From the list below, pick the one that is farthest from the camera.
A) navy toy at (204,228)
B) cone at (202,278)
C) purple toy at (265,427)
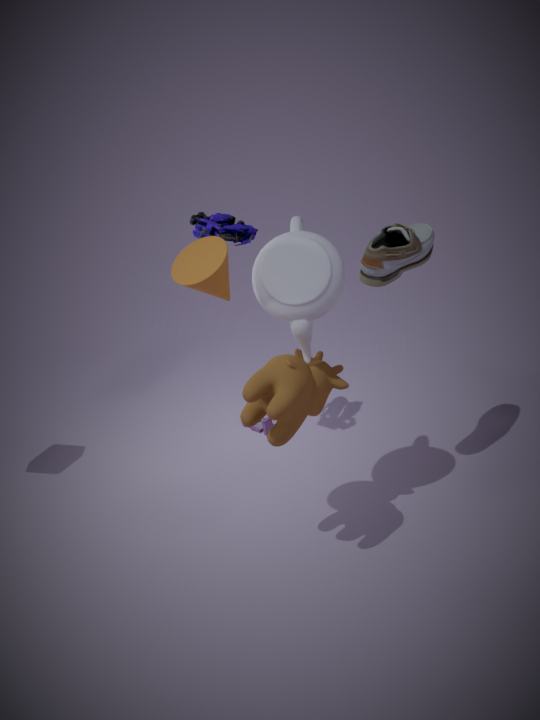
purple toy at (265,427)
